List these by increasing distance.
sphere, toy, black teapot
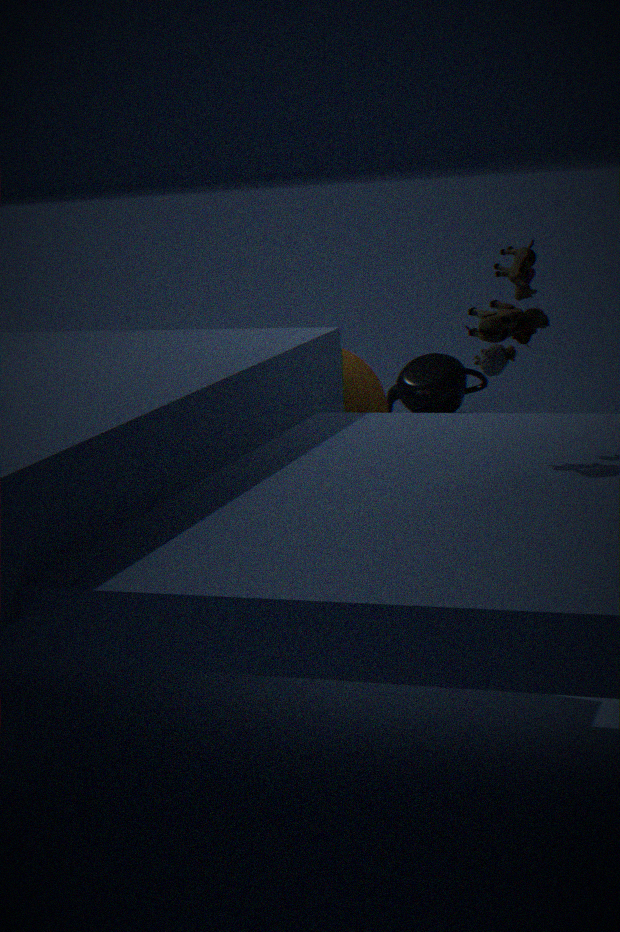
toy
sphere
black teapot
